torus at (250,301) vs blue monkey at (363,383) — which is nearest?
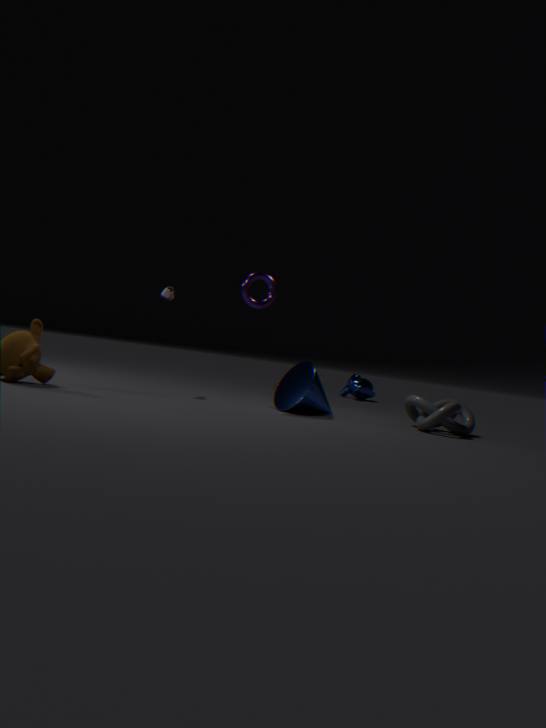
torus at (250,301)
